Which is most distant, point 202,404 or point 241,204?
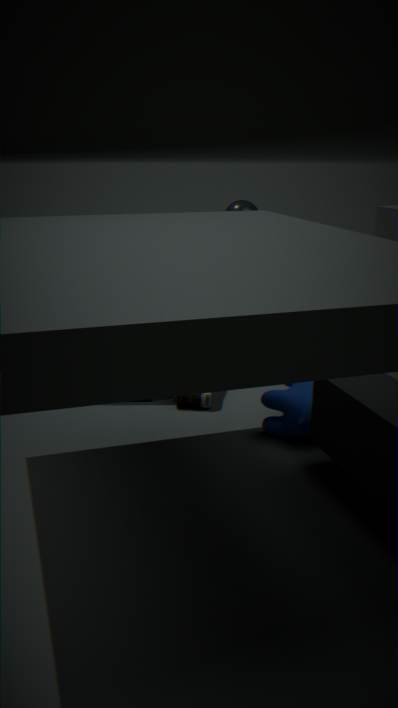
point 241,204
